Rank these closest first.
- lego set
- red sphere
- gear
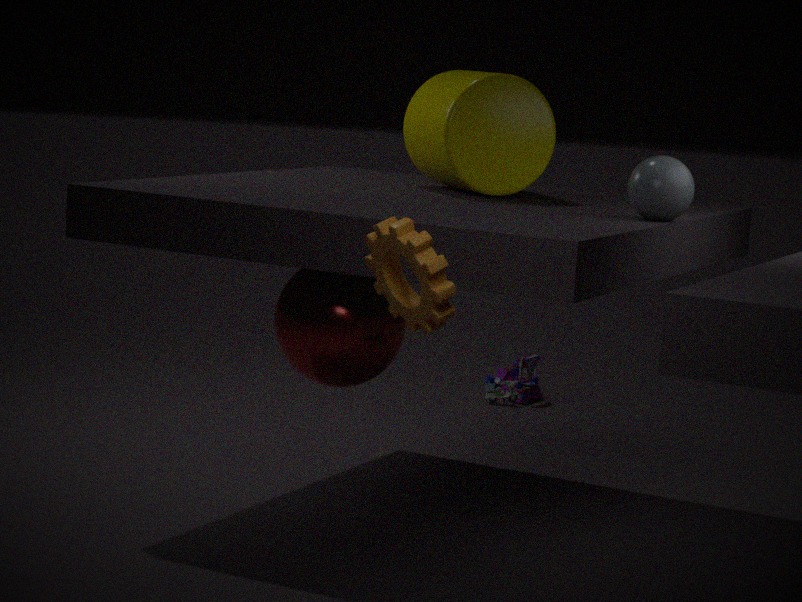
1. gear
2. red sphere
3. lego set
